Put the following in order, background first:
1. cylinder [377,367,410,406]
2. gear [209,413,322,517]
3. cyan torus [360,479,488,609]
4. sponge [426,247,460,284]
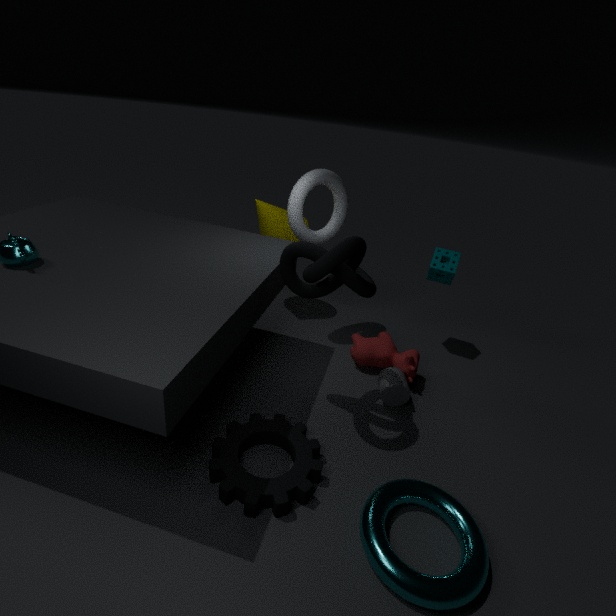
sponge [426,247,460,284] → cylinder [377,367,410,406] → gear [209,413,322,517] → cyan torus [360,479,488,609]
